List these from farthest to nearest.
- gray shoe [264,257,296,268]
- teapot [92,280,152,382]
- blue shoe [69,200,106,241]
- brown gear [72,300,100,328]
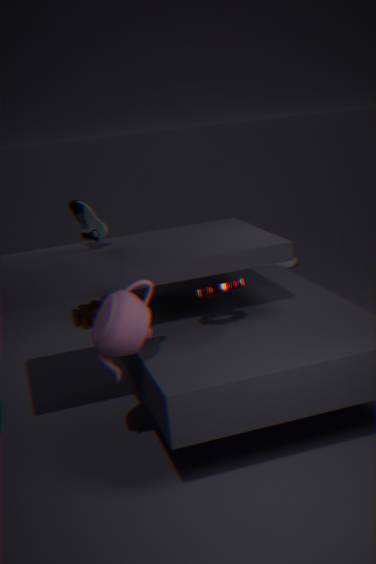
gray shoe [264,257,296,268] → brown gear [72,300,100,328] → blue shoe [69,200,106,241] → teapot [92,280,152,382]
